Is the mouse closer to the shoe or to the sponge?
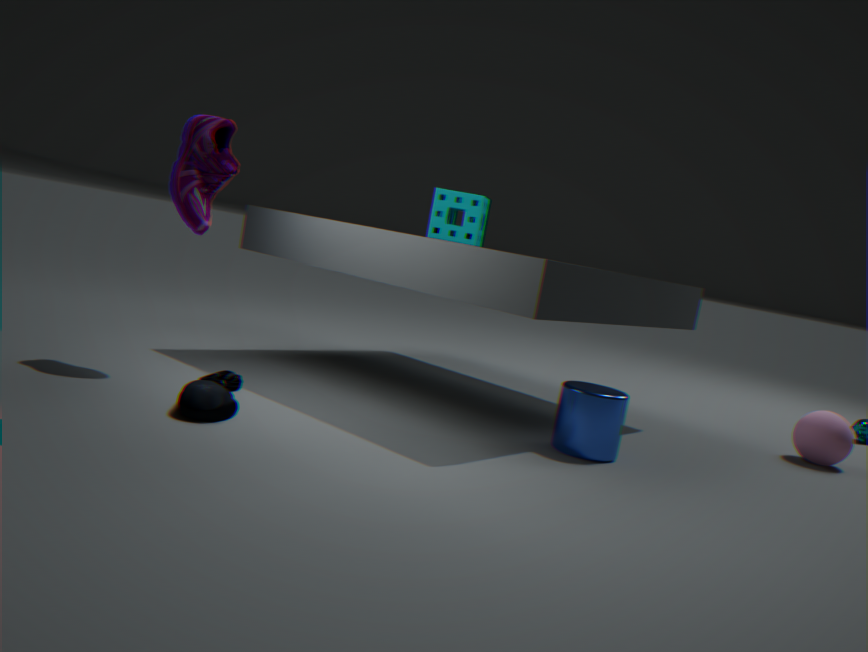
the shoe
